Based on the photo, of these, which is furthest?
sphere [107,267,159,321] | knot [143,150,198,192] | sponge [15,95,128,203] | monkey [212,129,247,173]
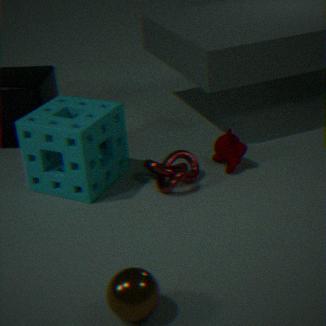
monkey [212,129,247,173]
